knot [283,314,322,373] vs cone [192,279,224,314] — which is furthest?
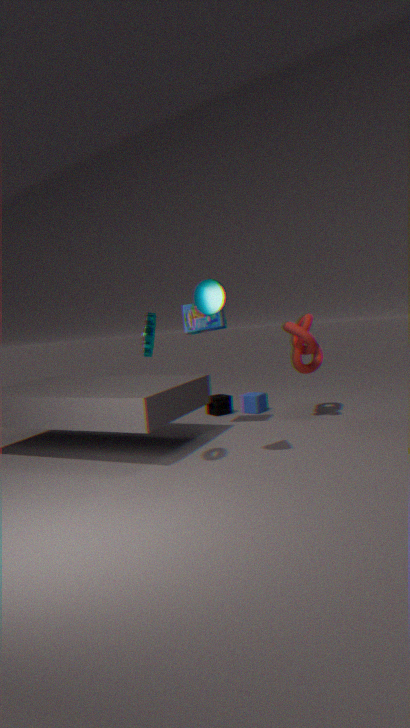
knot [283,314,322,373]
